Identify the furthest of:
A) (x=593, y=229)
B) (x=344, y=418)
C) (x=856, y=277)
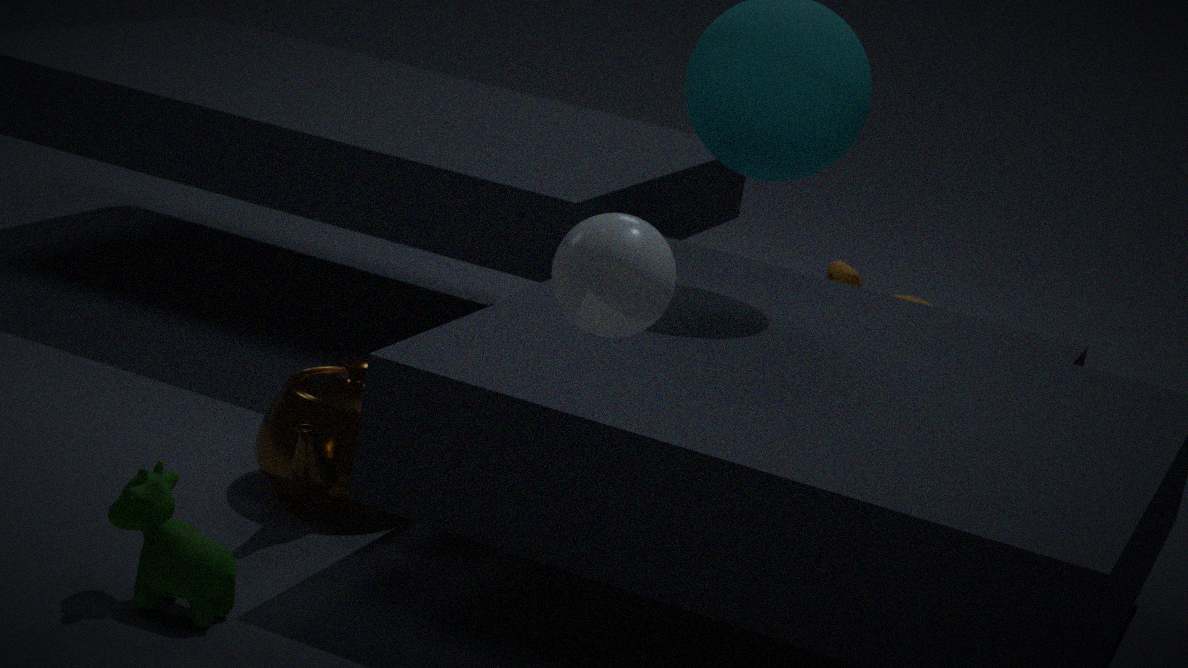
(x=856, y=277)
